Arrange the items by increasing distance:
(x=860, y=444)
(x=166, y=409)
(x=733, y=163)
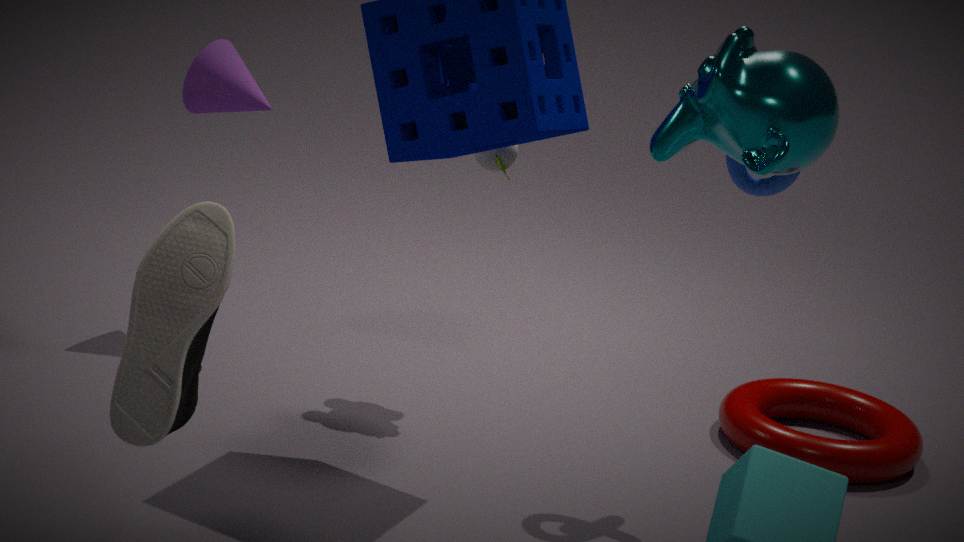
(x=166, y=409) → (x=733, y=163) → (x=860, y=444)
